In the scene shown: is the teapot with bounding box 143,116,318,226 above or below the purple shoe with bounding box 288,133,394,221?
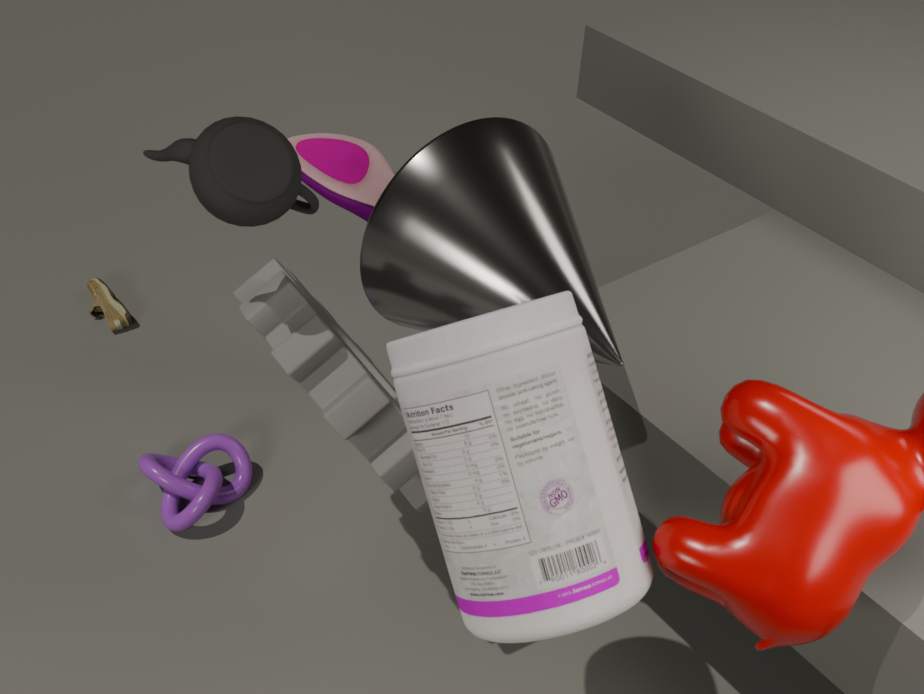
above
